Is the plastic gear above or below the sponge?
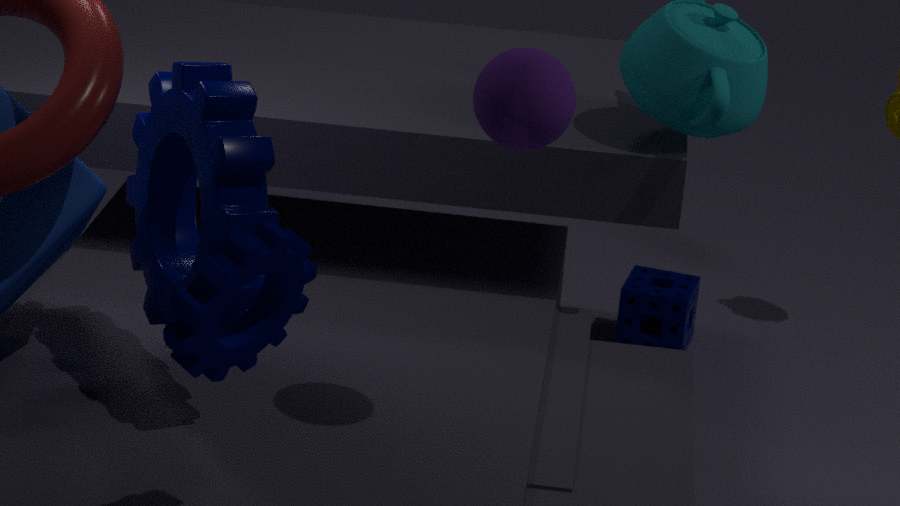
above
